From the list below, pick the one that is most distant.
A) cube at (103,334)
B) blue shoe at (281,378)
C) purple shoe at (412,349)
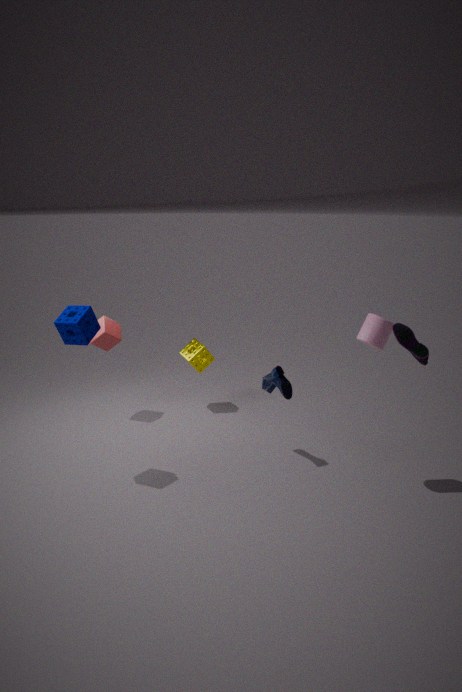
cube at (103,334)
